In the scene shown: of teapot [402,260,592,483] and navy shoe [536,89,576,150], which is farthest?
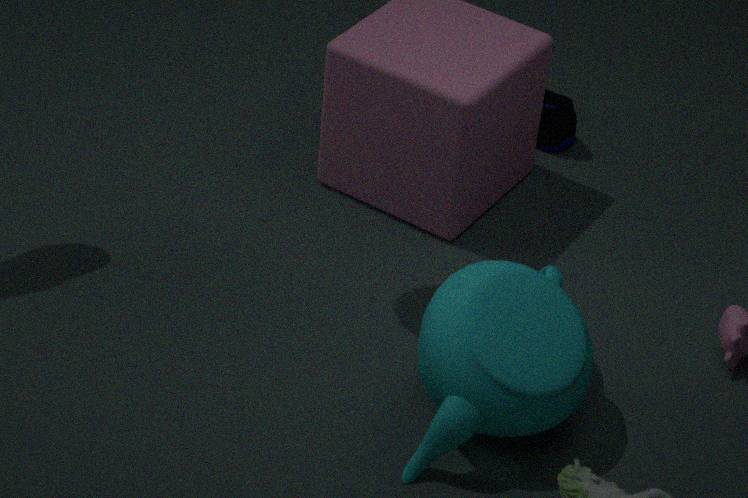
navy shoe [536,89,576,150]
